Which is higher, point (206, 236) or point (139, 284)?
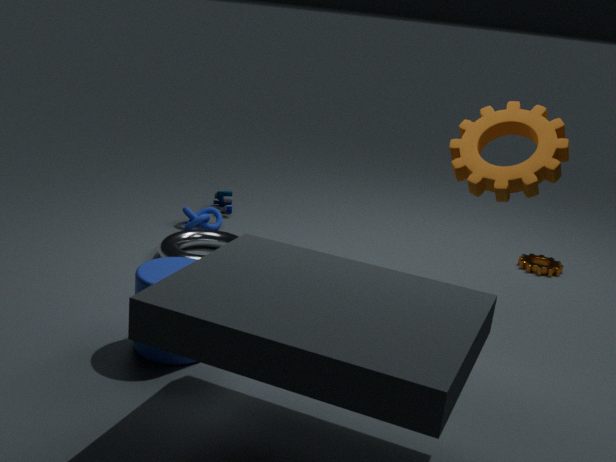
point (139, 284)
